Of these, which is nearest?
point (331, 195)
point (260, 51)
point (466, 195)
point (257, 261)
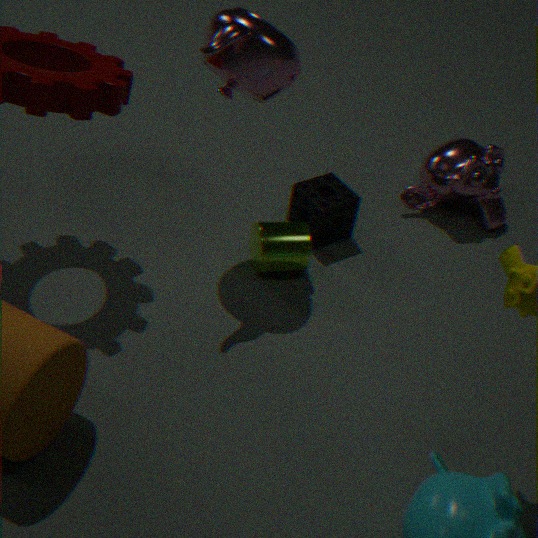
point (260, 51)
